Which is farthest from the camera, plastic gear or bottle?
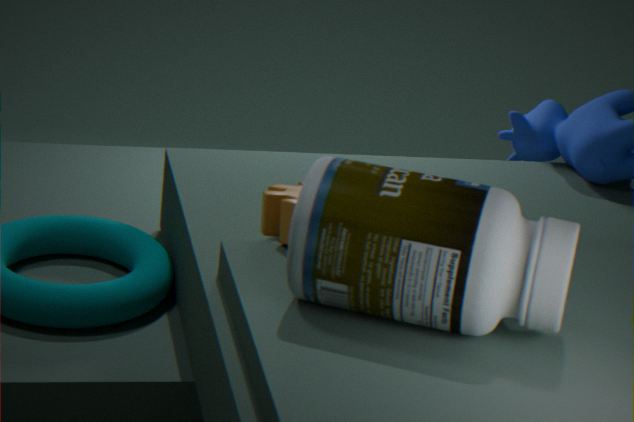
plastic gear
